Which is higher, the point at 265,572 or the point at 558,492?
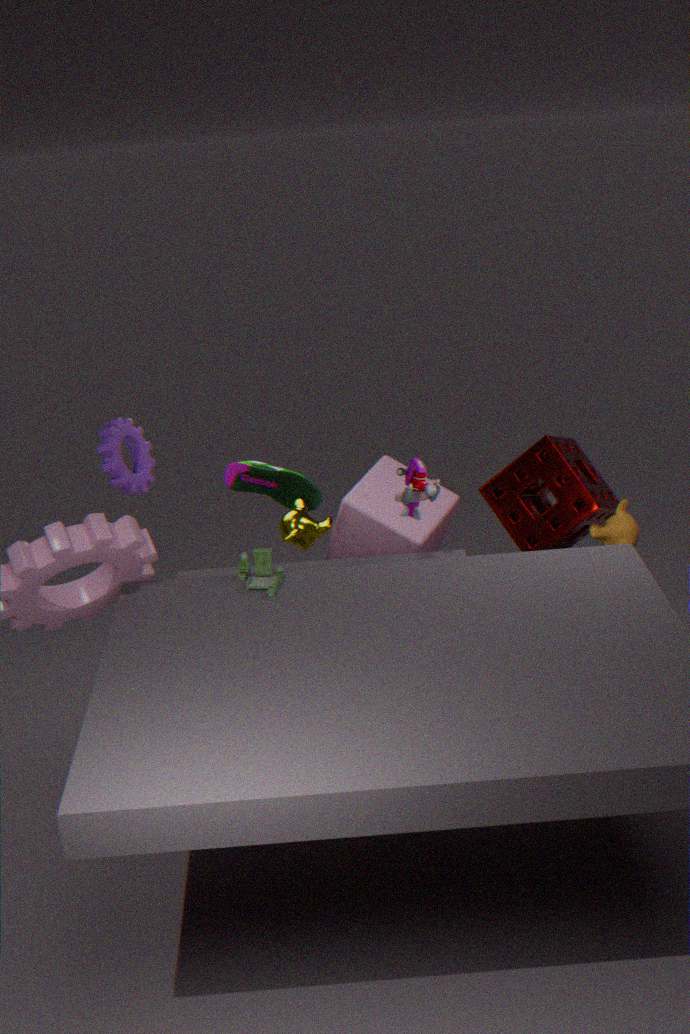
the point at 265,572
